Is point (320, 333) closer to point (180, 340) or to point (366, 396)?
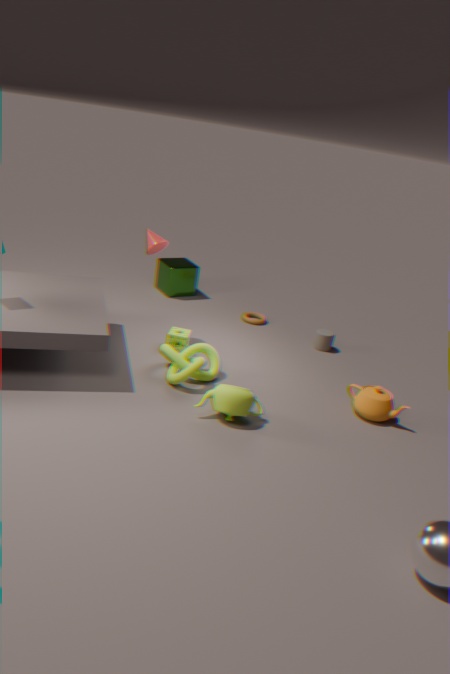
point (366, 396)
